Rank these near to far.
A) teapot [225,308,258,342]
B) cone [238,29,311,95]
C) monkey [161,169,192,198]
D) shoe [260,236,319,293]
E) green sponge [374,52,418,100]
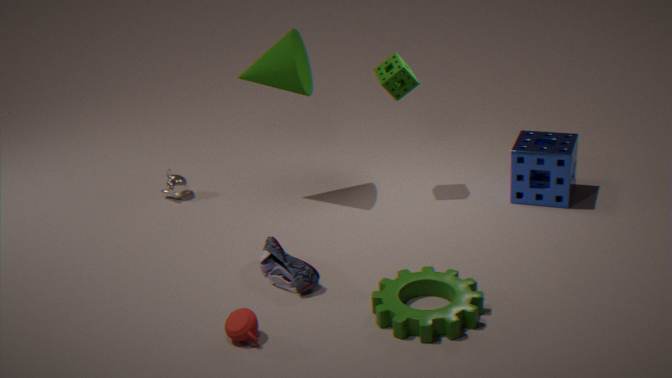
teapot [225,308,258,342] → shoe [260,236,319,293] → cone [238,29,311,95] → green sponge [374,52,418,100] → monkey [161,169,192,198]
